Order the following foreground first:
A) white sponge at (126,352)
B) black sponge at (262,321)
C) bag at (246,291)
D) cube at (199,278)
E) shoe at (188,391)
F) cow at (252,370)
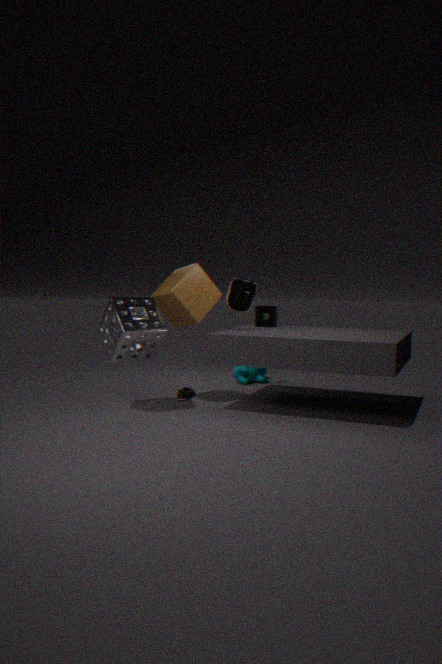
white sponge at (126,352)
cube at (199,278)
bag at (246,291)
shoe at (188,391)
black sponge at (262,321)
cow at (252,370)
